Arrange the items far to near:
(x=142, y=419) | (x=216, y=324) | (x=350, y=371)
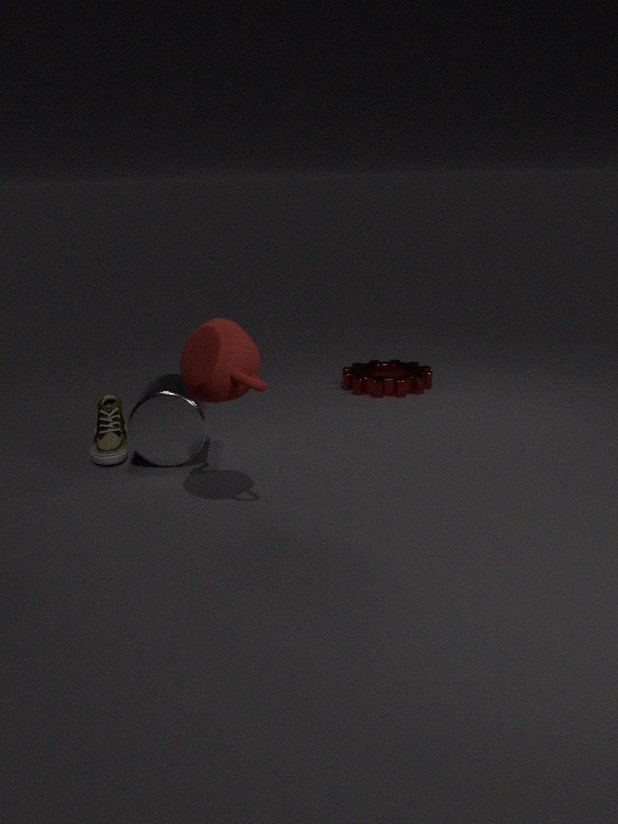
(x=350, y=371) → (x=142, y=419) → (x=216, y=324)
